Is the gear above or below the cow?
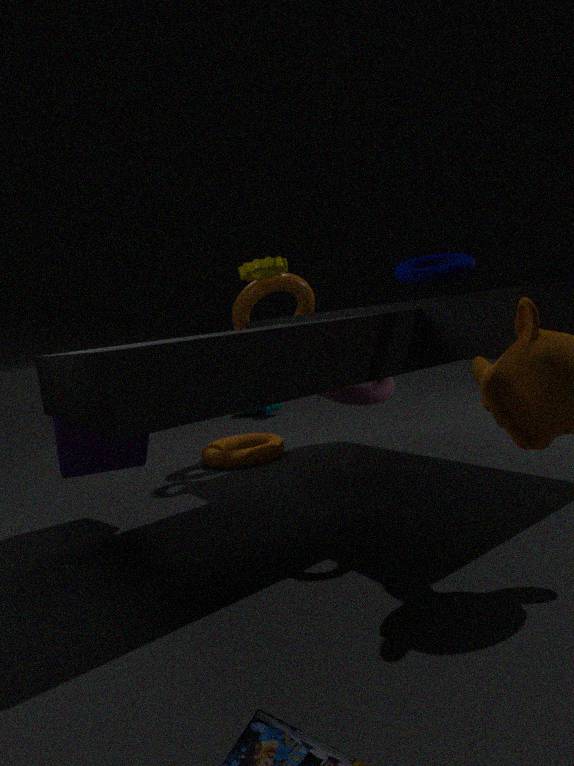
above
